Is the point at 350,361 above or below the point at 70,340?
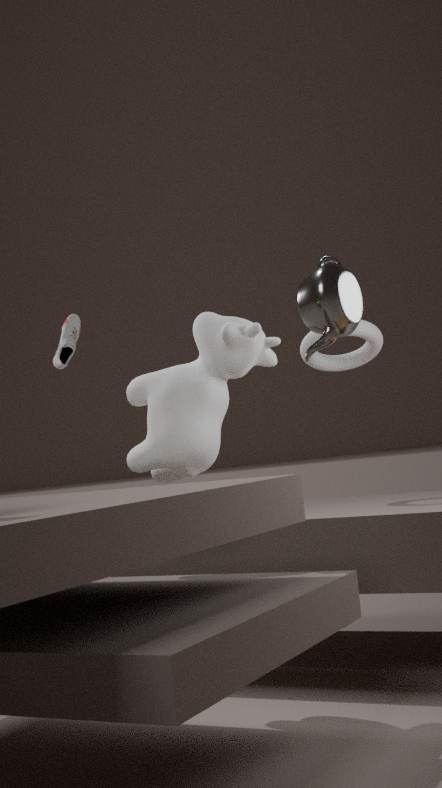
below
